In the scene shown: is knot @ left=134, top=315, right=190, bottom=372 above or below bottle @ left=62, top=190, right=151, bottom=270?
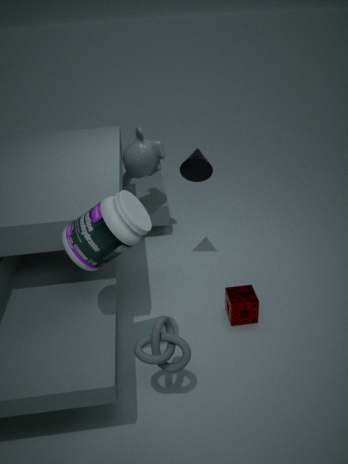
below
